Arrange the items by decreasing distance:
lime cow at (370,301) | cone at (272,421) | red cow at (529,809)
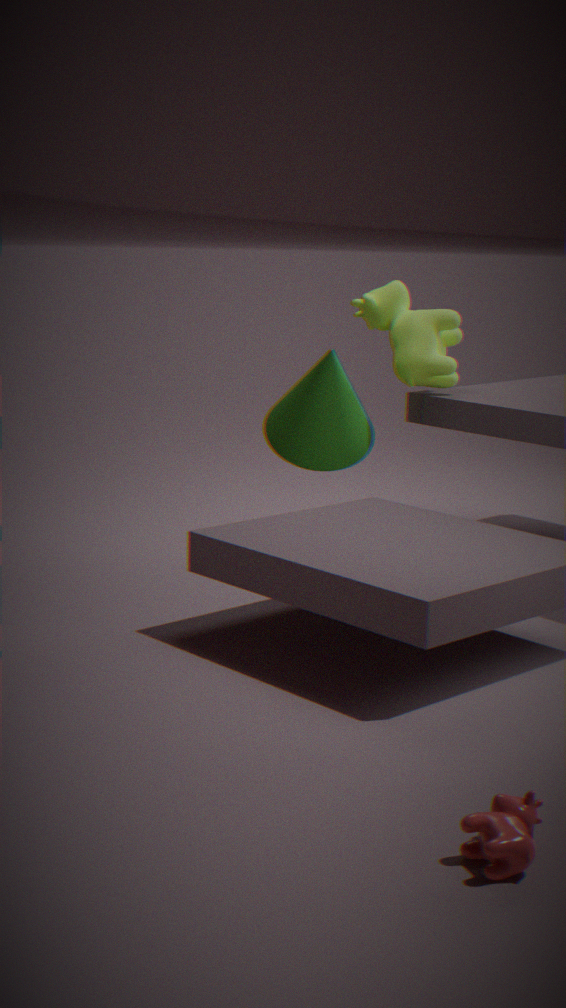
lime cow at (370,301)
cone at (272,421)
red cow at (529,809)
